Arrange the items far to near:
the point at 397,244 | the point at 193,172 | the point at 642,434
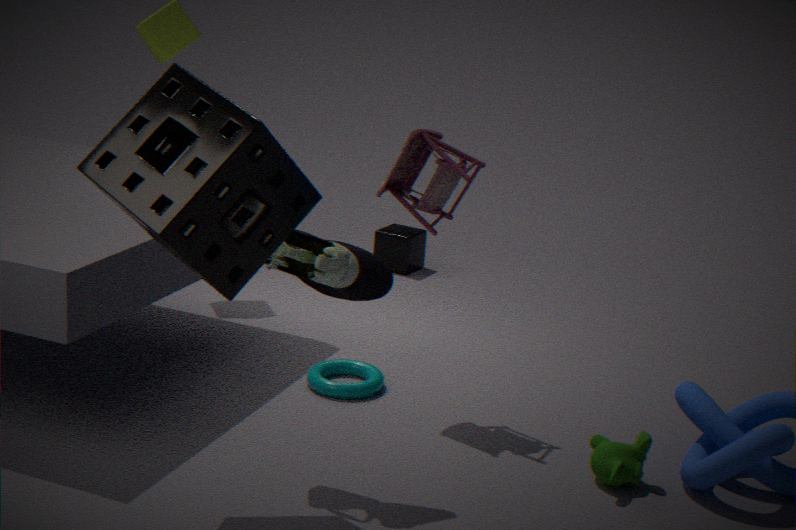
the point at 397,244 < the point at 642,434 < the point at 193,172
